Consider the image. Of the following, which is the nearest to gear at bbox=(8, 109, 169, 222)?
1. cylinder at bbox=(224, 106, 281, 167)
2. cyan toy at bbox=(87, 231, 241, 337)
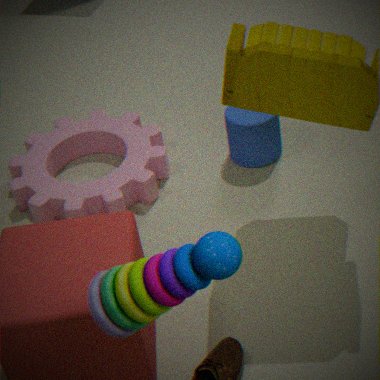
cylinder at bbox=(224, 106, 281, 167)
